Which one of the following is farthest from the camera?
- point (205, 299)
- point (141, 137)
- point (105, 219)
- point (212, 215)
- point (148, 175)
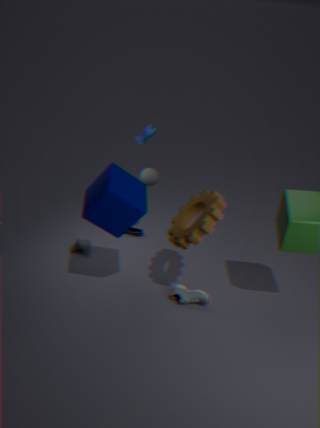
point (141, 137)
